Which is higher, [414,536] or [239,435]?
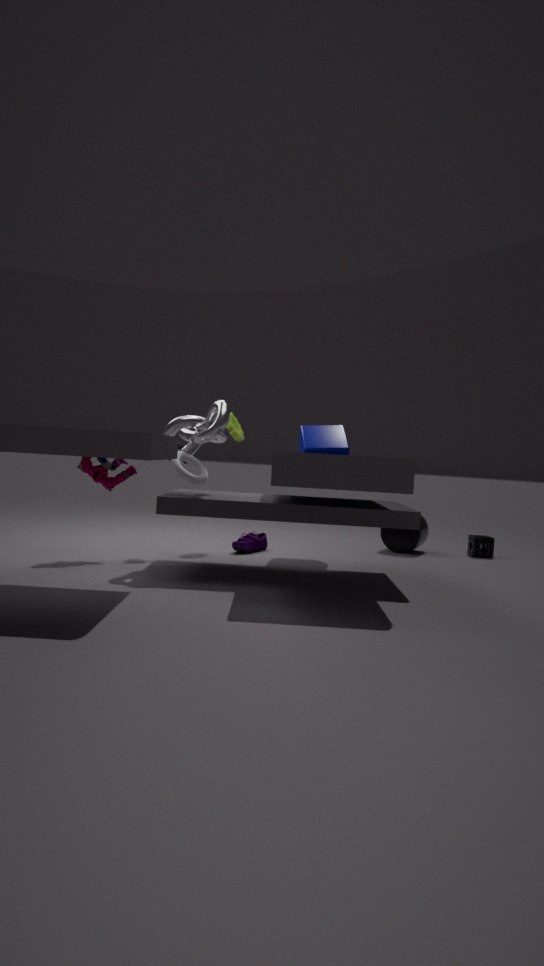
[239,435]
